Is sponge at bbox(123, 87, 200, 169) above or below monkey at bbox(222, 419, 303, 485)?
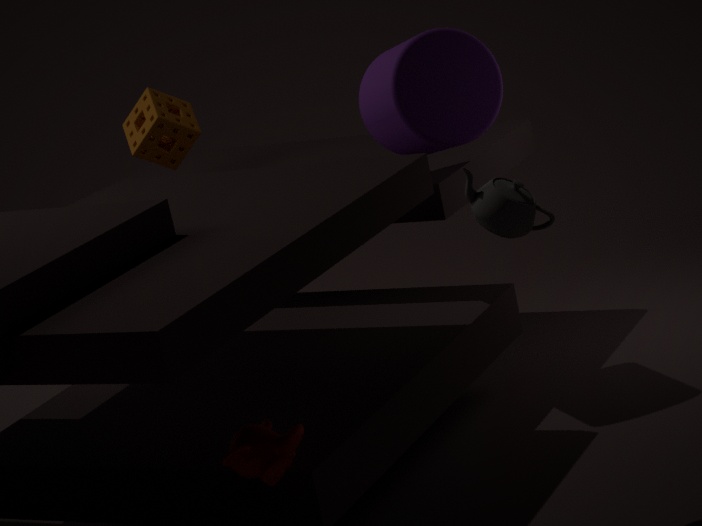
above
